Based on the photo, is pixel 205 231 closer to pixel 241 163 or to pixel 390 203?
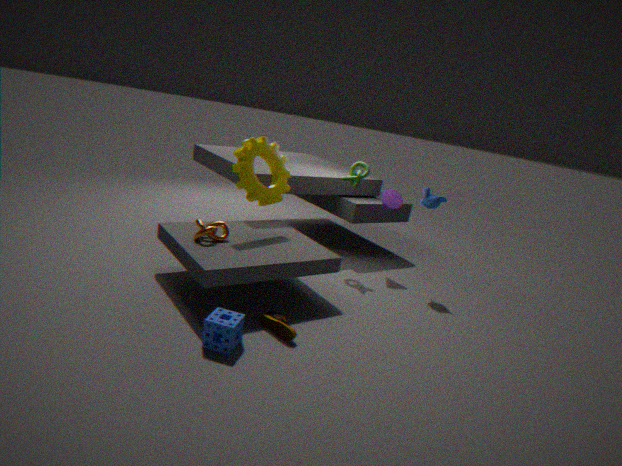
pixel 241 163
